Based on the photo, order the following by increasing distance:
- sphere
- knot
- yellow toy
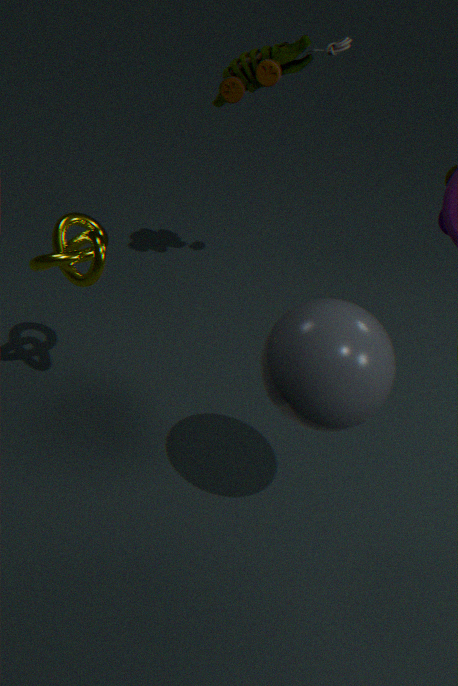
sphere → knot → yellow toy
